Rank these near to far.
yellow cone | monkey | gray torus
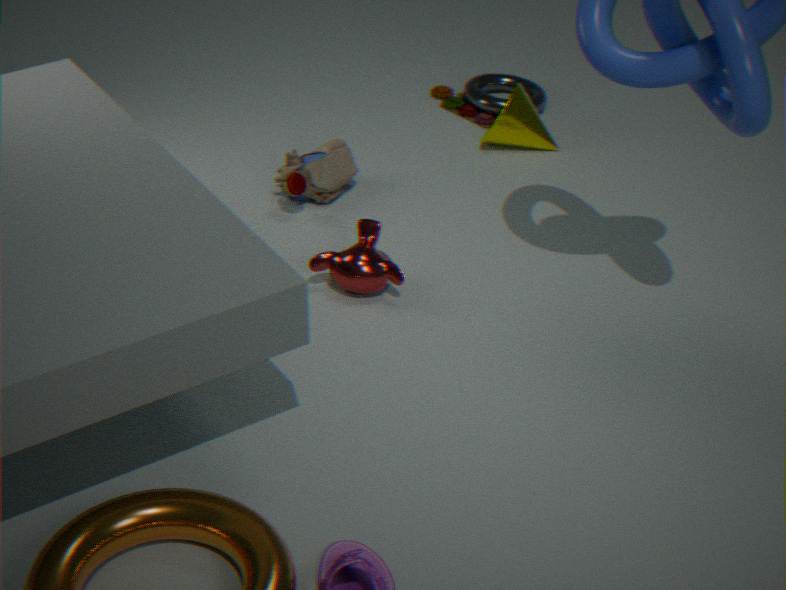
monkey → yellow cone → gray torus
